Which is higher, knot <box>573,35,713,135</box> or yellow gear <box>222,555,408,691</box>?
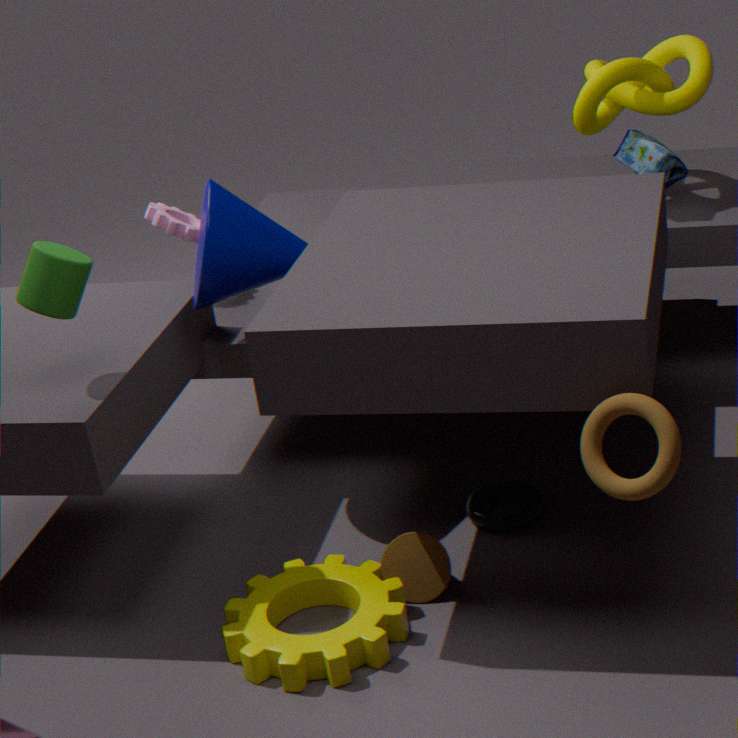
knot <box>573,35,713,135</box>
